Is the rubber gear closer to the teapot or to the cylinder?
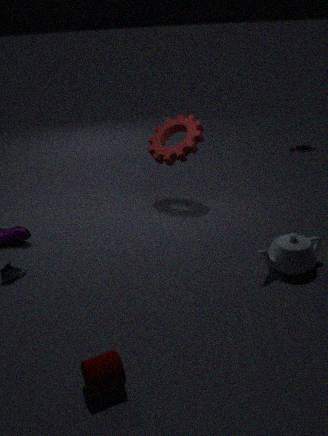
the teapot
